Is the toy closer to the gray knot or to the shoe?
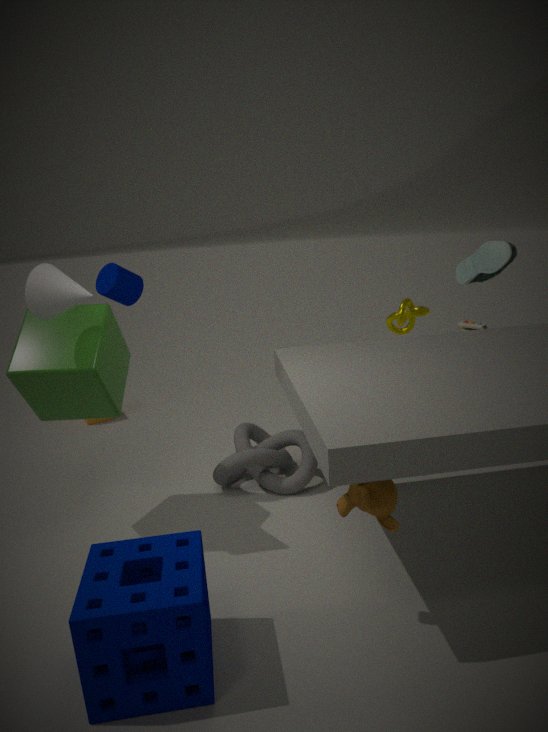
the shoe
